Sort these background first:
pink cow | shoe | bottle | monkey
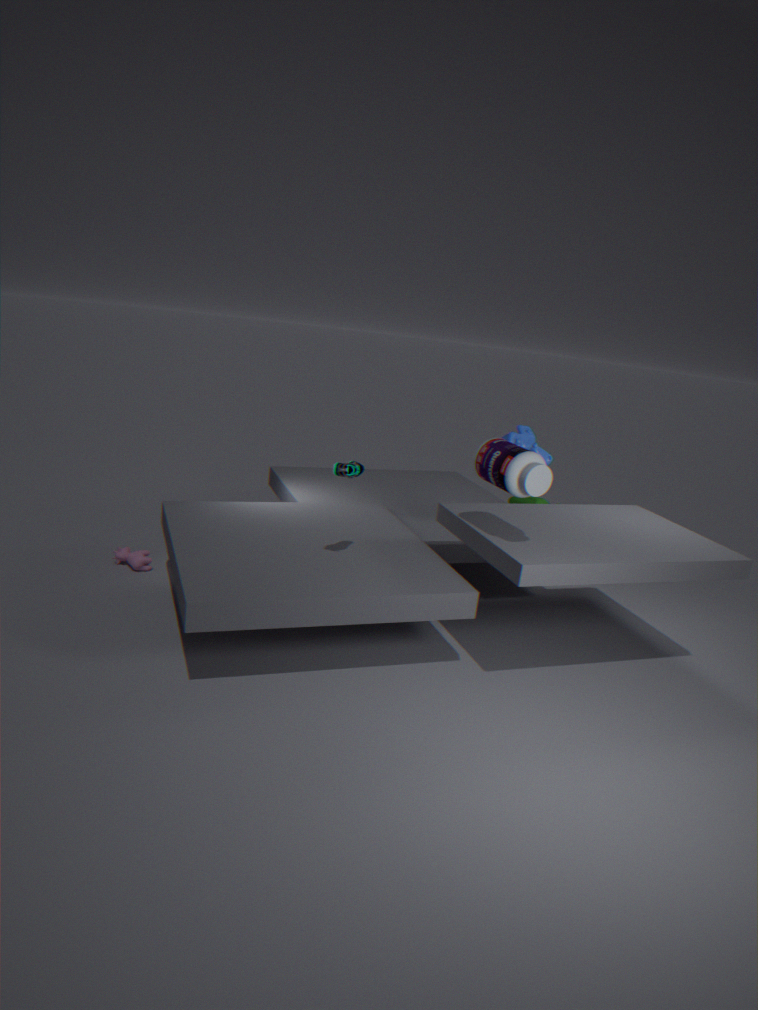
monkey → pink cow → shoe → bottle
